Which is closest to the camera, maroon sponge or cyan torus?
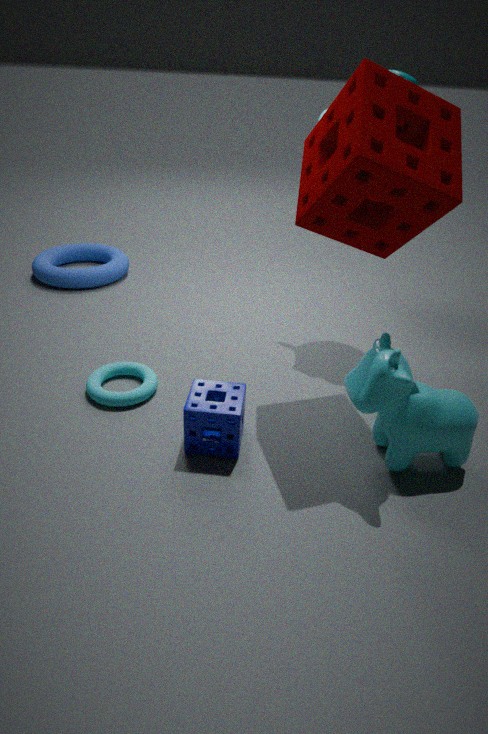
maroon sponge
